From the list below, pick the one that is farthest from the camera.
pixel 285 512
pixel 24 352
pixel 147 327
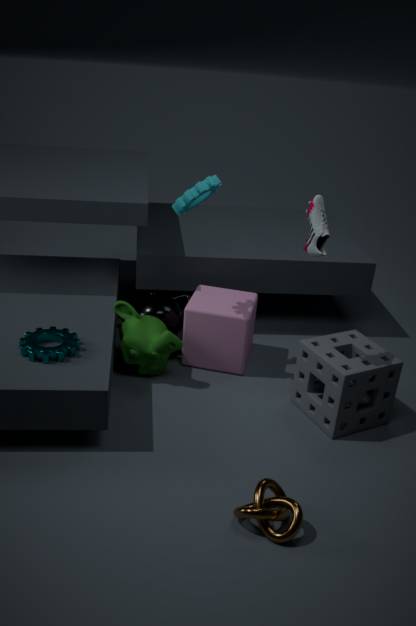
pixel 147 327
